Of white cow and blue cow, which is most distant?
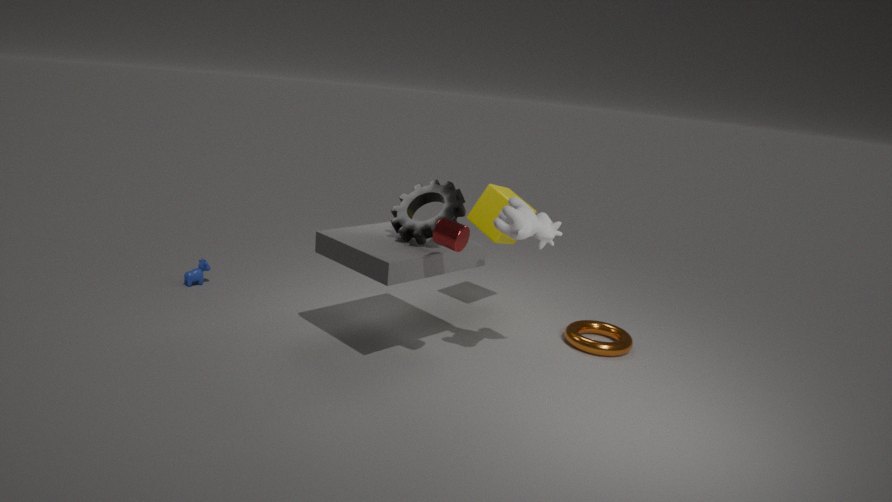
blue cow
